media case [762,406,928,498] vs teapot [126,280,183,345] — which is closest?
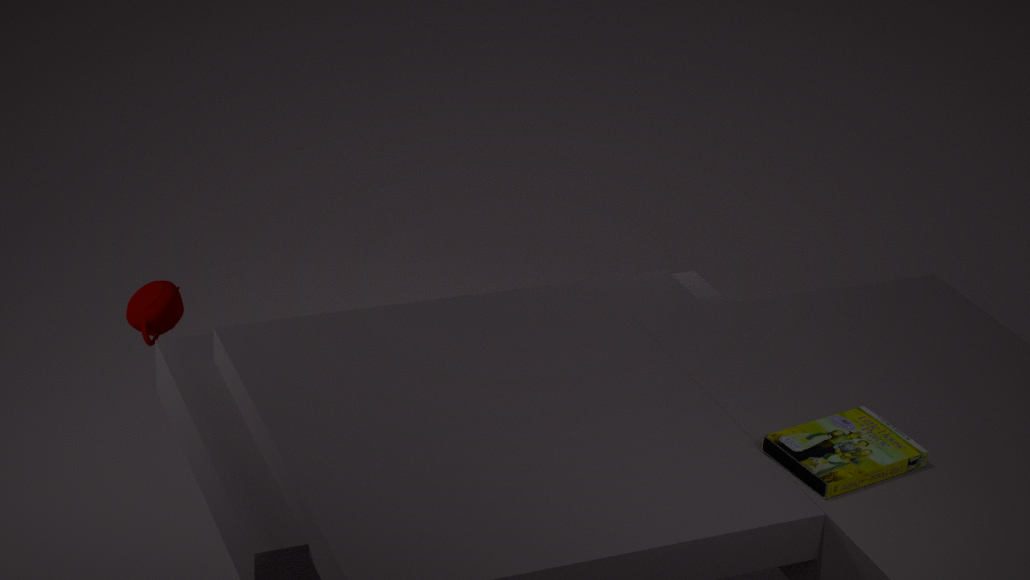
media case [762,406,928,498]
